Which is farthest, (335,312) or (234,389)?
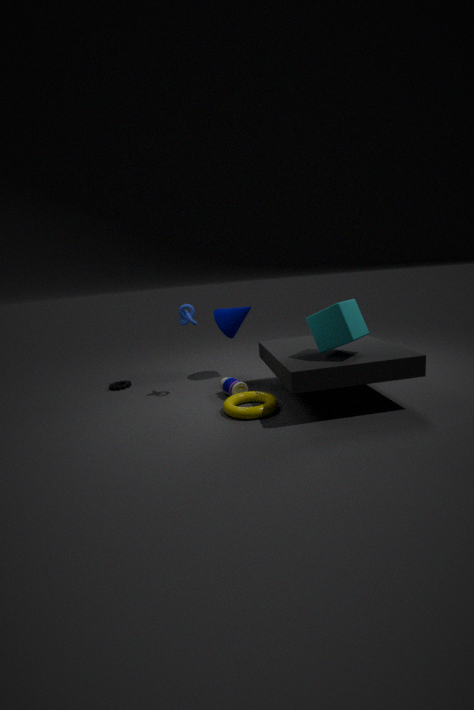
(234,389)
